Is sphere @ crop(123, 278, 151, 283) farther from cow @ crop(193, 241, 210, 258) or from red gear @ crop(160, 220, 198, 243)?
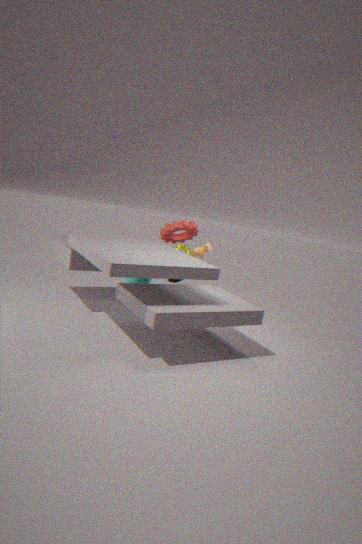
red gear @ crop(160, 220, 198, 243)
